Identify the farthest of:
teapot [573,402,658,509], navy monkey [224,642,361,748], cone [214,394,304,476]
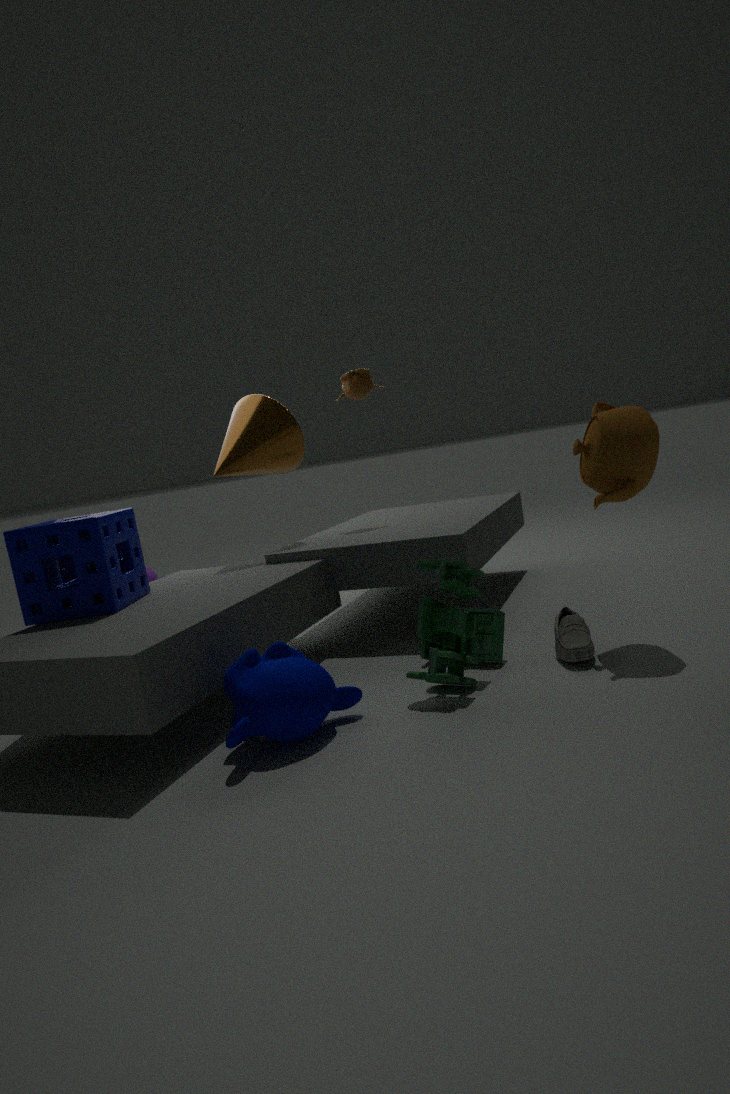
cone [214,394,304,476]
